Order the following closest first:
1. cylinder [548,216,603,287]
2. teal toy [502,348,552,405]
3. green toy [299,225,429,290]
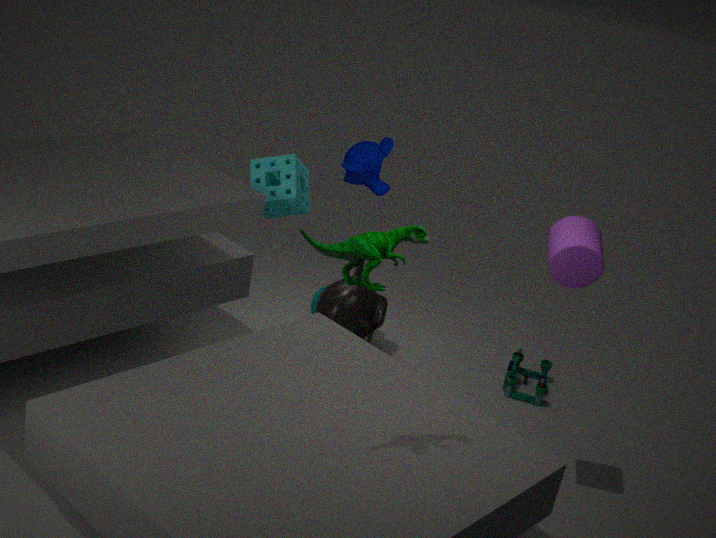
1. green toy [299,225,429,290]
2. cylinder [548,216,603,287]
3. teal toy [502,348,552,405]
